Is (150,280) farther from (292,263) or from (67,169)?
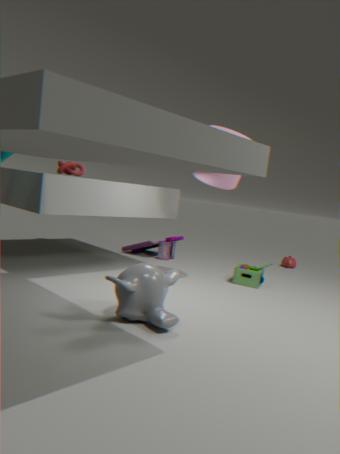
(292,263)
